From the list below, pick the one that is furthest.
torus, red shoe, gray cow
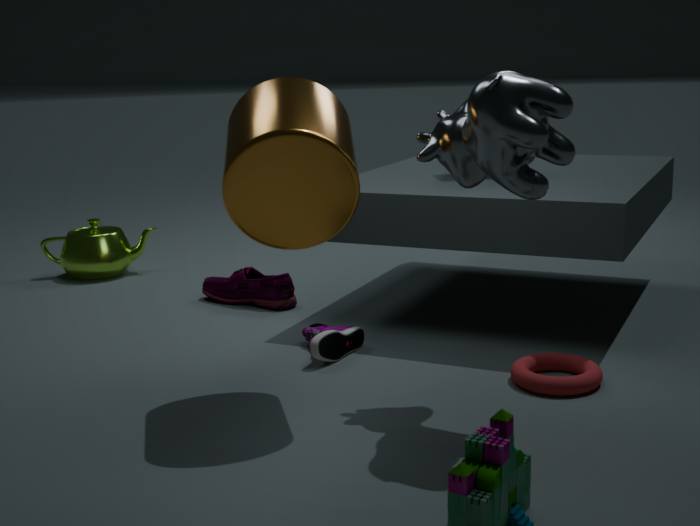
red shoe
